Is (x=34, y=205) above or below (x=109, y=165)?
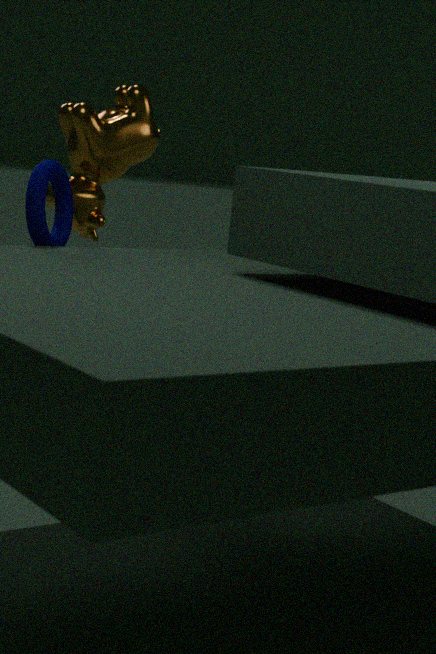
below
